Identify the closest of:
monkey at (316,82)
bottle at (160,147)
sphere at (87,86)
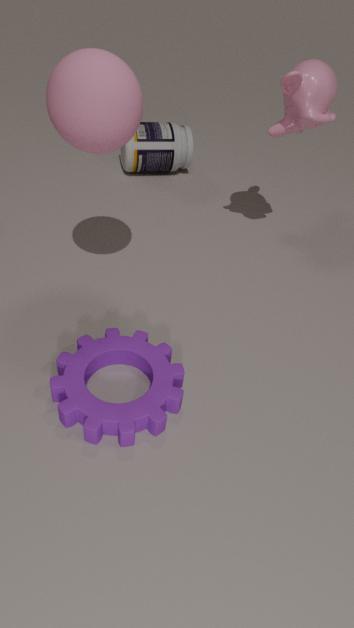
sphere at (87,86)
